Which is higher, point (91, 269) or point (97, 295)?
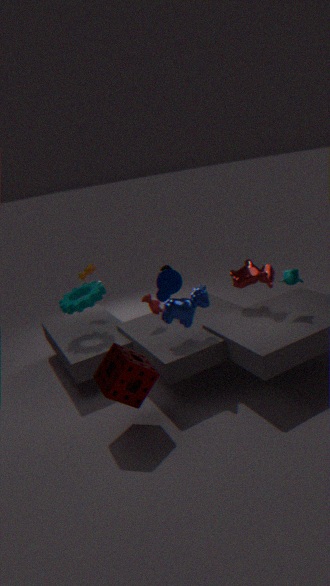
point (91, 269)
